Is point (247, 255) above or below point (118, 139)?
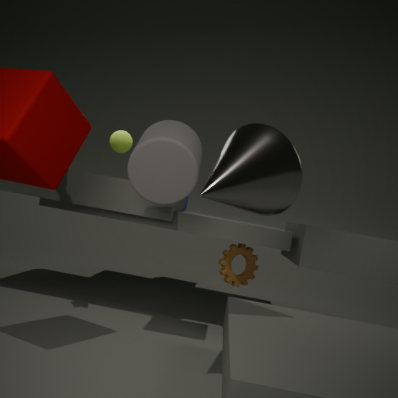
below
